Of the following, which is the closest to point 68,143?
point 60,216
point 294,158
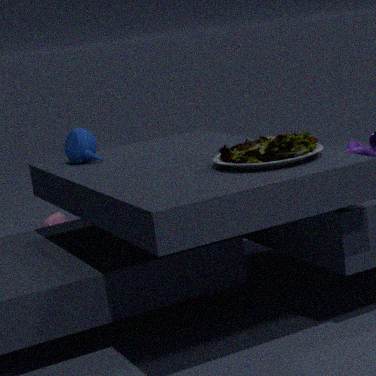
point 294,158
